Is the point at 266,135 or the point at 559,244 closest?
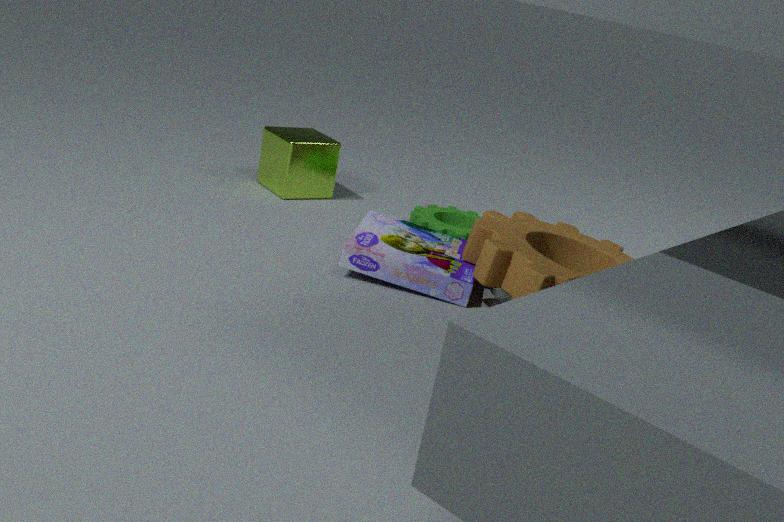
the point at 559,244
